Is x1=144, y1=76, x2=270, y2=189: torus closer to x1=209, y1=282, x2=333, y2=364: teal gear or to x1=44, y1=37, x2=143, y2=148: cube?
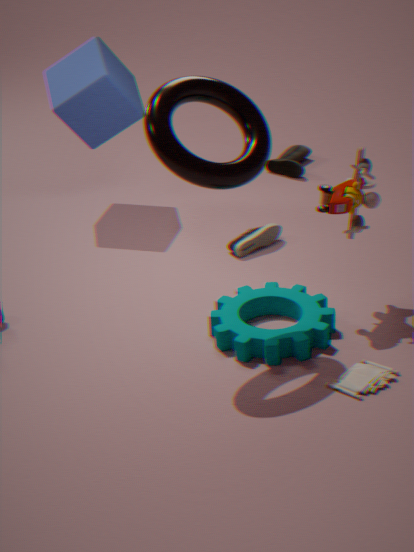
x1=209, y1=282, x2=333, y2=364: teal gear
